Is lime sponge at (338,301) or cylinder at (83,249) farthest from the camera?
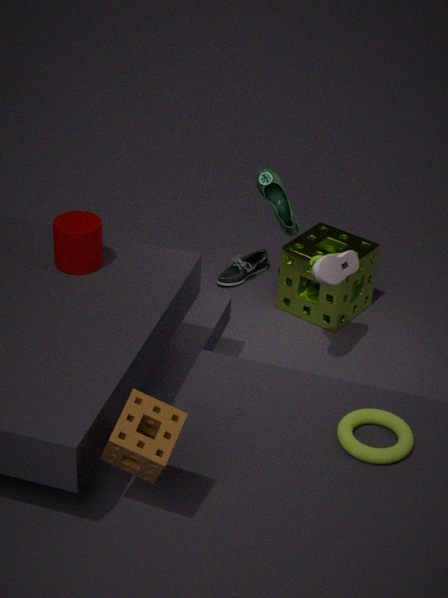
lime sponge at (338,301)
